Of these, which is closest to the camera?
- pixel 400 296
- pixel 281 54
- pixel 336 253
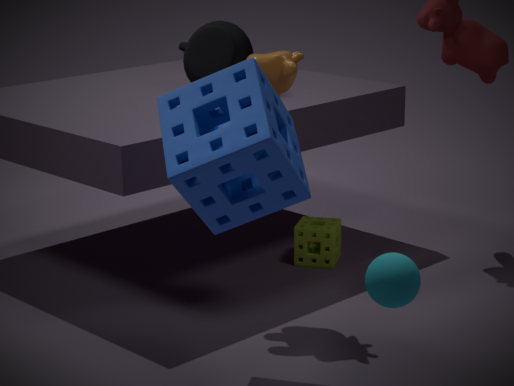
pixel 400 296
